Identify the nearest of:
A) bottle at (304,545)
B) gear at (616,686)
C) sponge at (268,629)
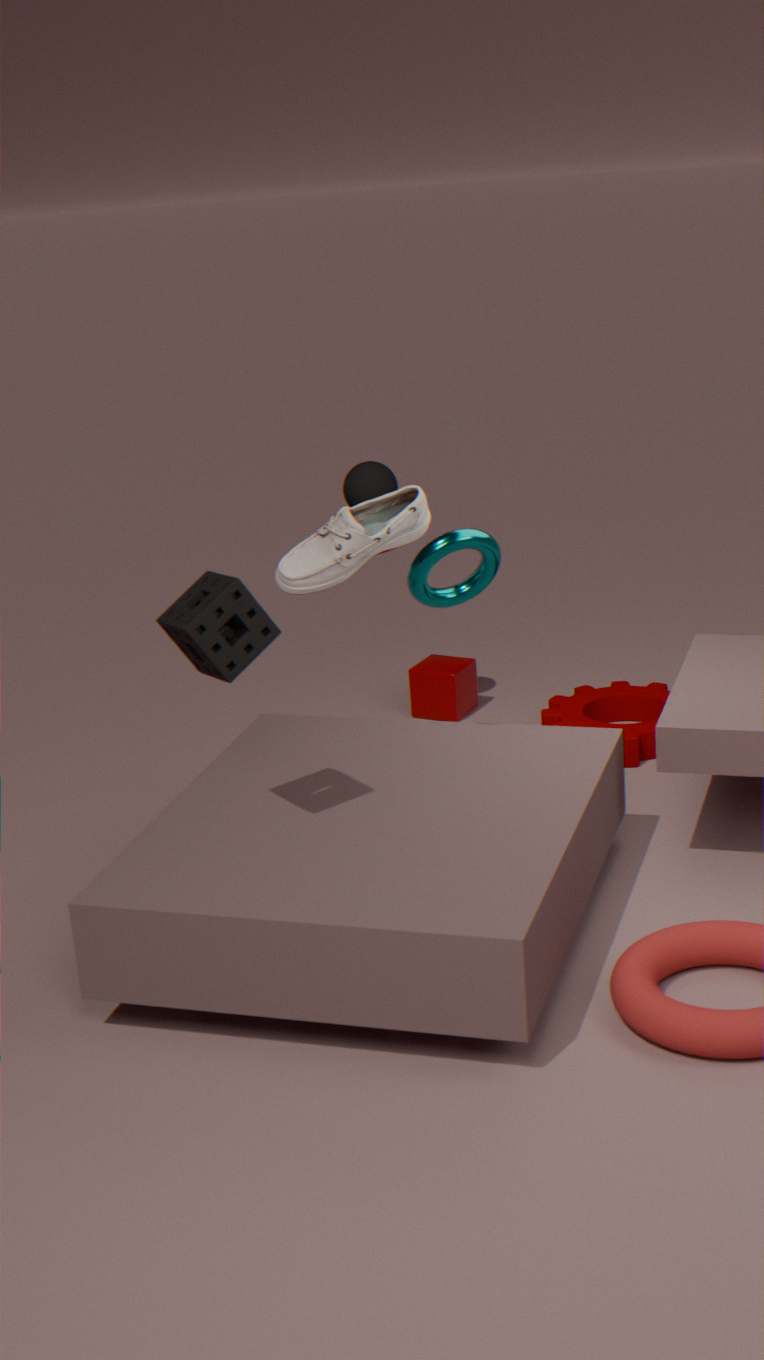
sponge at (268,629)
